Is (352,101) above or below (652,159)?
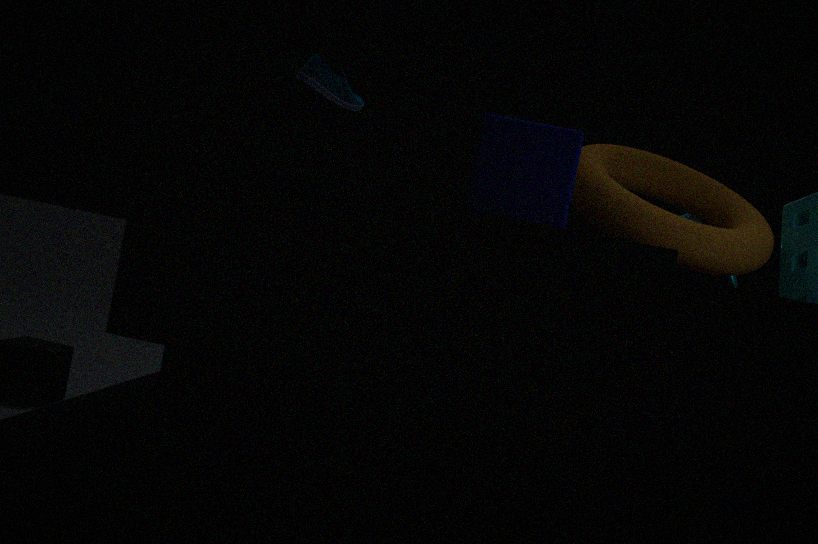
above
